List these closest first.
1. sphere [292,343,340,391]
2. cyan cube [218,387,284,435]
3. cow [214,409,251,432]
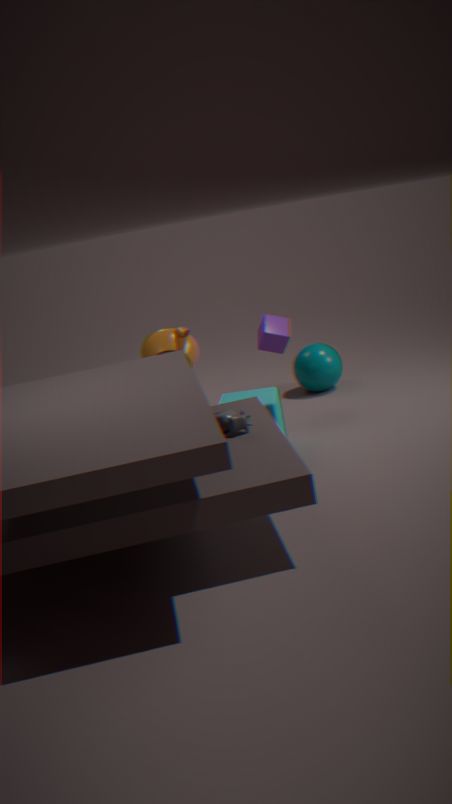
cow [214,409,251,432] → cyan cube [218,387,284,435] → sphere [292,343,340,391]
